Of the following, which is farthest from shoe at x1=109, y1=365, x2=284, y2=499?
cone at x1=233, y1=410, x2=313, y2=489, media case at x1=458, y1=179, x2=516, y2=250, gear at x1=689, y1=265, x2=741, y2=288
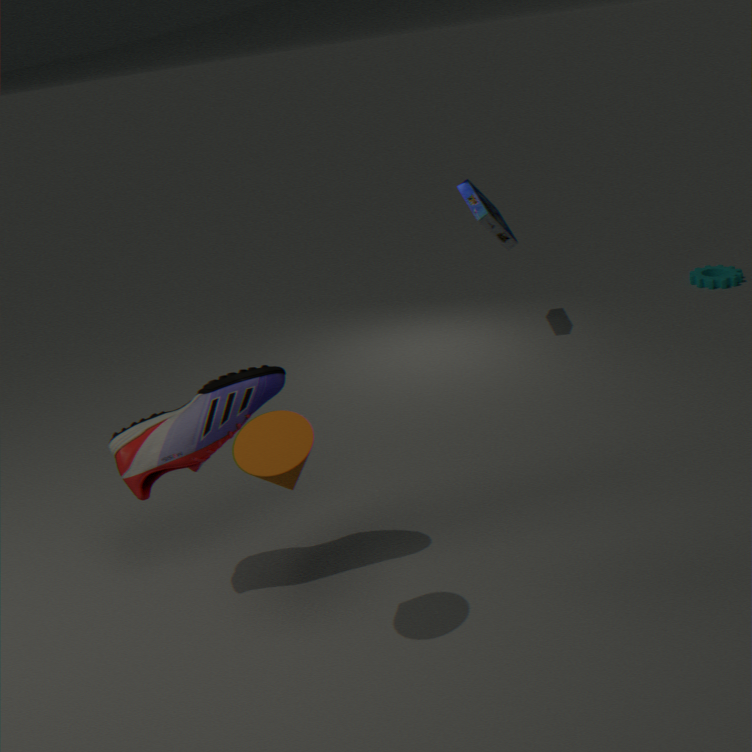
gear at x1=689, y1=265, x2=741, y2=288
